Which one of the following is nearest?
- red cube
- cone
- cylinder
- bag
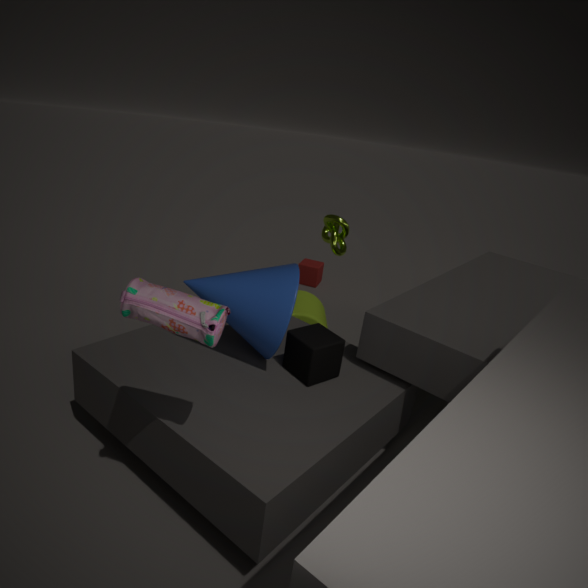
bag
